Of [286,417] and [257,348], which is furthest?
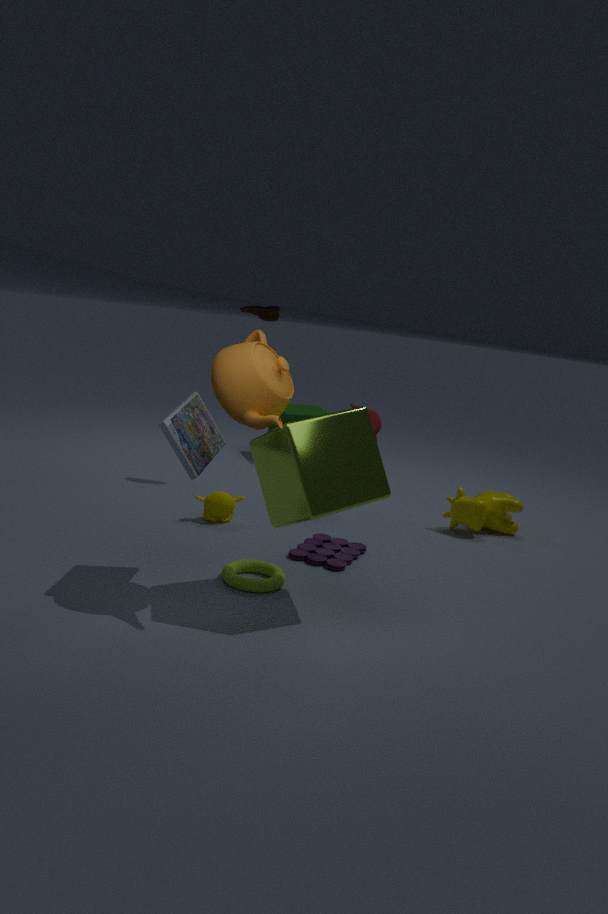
[286,417]
